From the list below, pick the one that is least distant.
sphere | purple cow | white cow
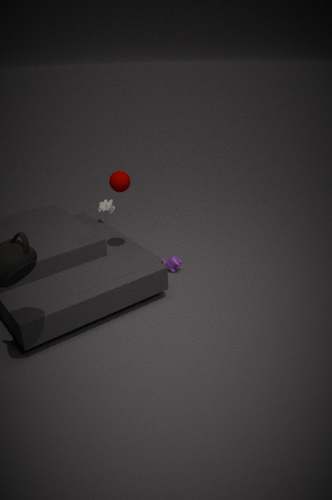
sphere
